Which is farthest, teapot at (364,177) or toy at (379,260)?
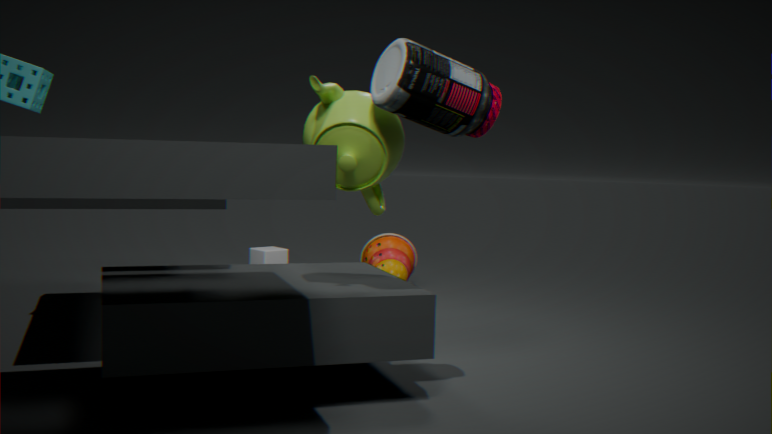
toy at (379,260)
